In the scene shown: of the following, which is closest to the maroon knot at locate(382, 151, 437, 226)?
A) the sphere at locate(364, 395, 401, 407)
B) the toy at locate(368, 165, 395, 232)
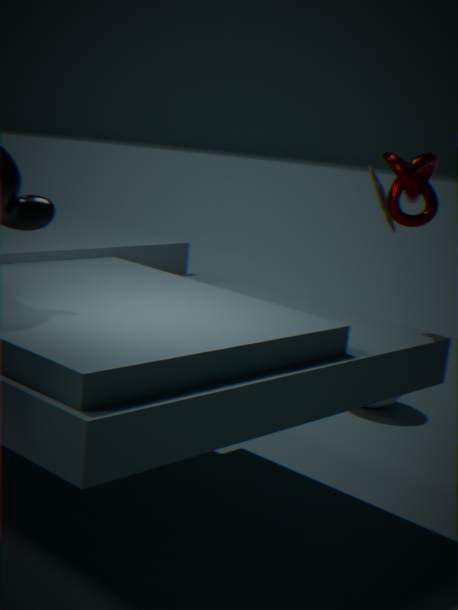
the toy at locate(368, 165, 395, 232)
